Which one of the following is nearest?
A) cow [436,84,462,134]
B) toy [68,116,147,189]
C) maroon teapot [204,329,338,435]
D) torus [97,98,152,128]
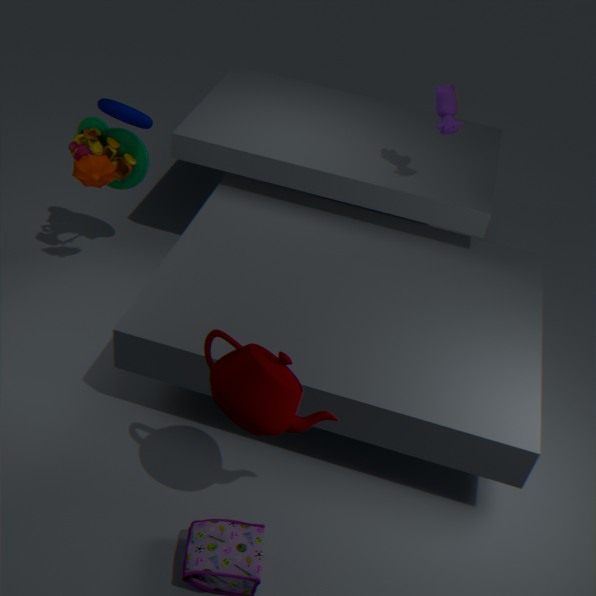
maroon teapot [204,329,338,435]
